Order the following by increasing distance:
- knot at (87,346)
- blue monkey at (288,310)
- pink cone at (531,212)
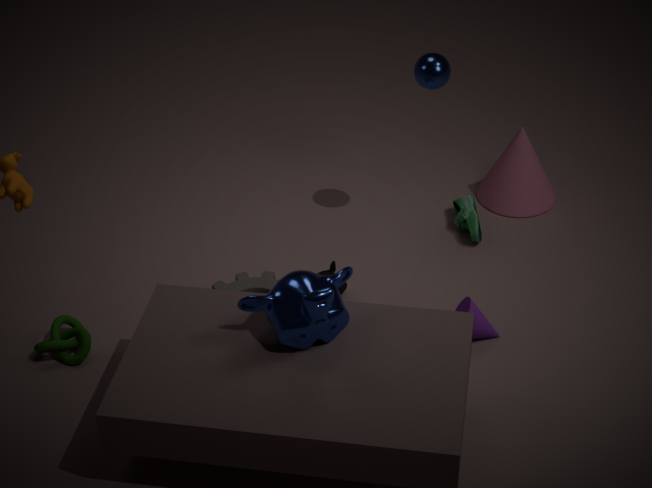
1. blue monkey at (288,310)
2. knot at (87,346)
3. pink cone at (531,212)
